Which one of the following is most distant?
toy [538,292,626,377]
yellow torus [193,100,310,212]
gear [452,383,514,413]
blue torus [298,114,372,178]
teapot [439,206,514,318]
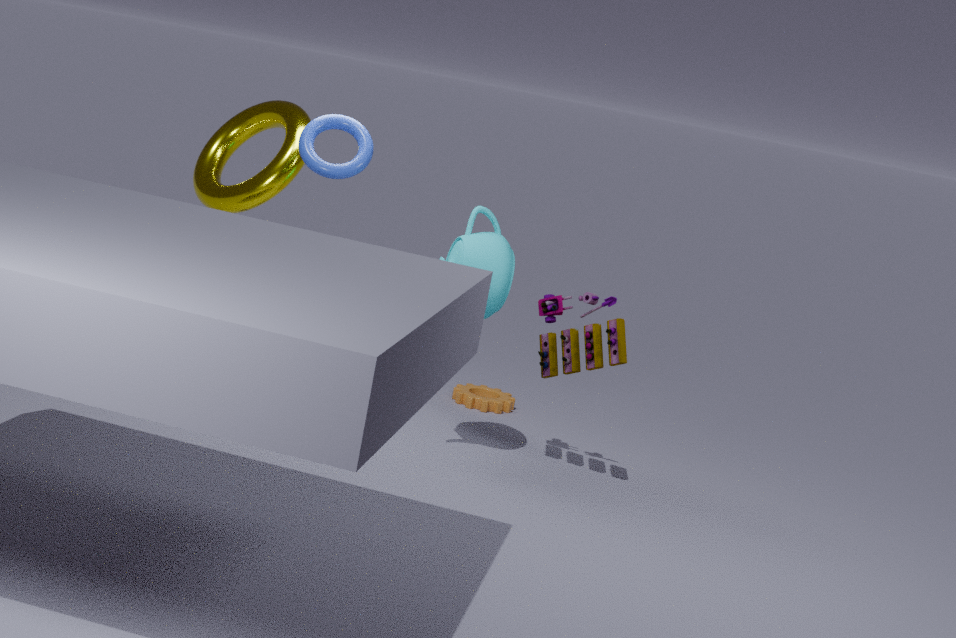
gear [452,383,514,413]
